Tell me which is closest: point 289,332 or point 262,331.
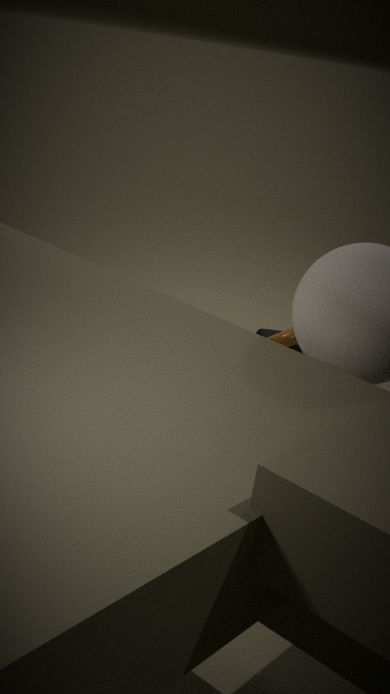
point 289,332
